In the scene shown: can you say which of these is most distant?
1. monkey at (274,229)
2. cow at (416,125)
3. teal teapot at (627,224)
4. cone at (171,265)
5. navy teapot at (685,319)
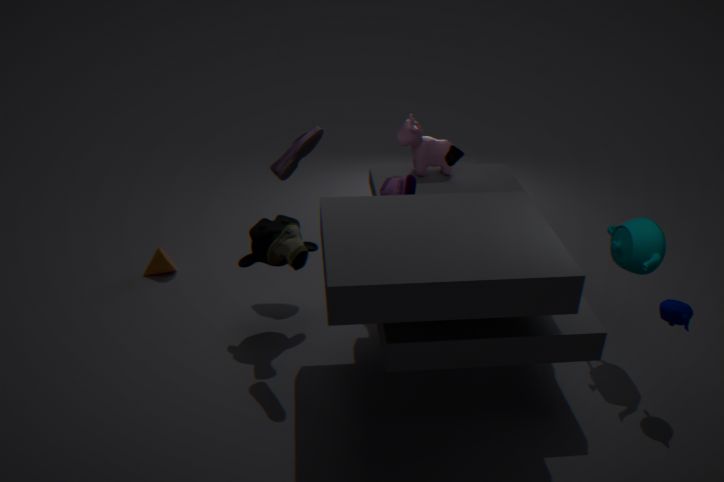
cone at (171,265)
